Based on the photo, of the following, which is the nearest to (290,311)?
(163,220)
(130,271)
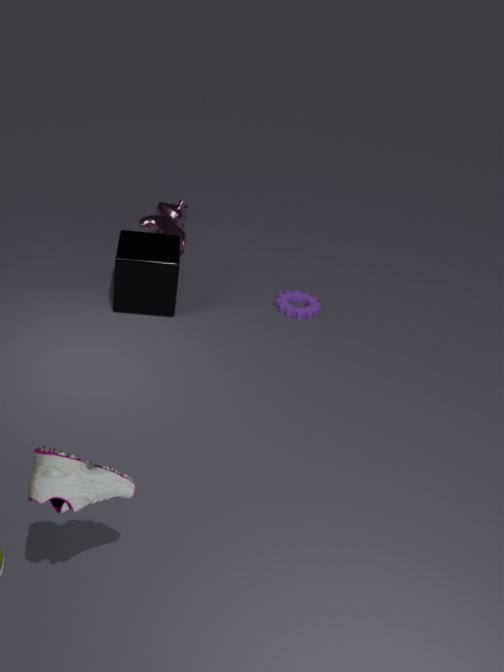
(130,271)
